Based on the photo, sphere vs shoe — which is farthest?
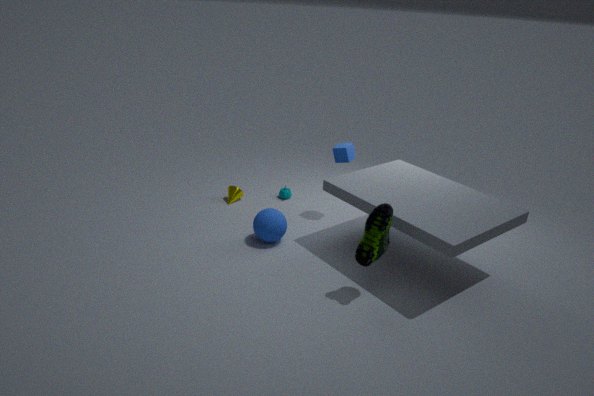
sphere
